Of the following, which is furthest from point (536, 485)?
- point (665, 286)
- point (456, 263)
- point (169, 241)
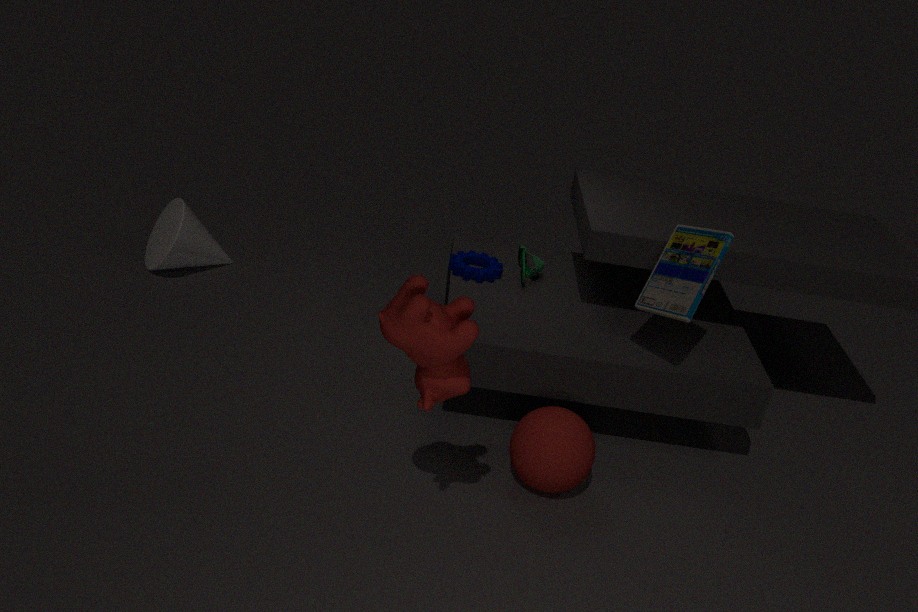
point (169, 241)
